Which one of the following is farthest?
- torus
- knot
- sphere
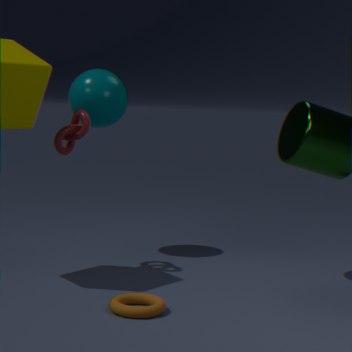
sphere
